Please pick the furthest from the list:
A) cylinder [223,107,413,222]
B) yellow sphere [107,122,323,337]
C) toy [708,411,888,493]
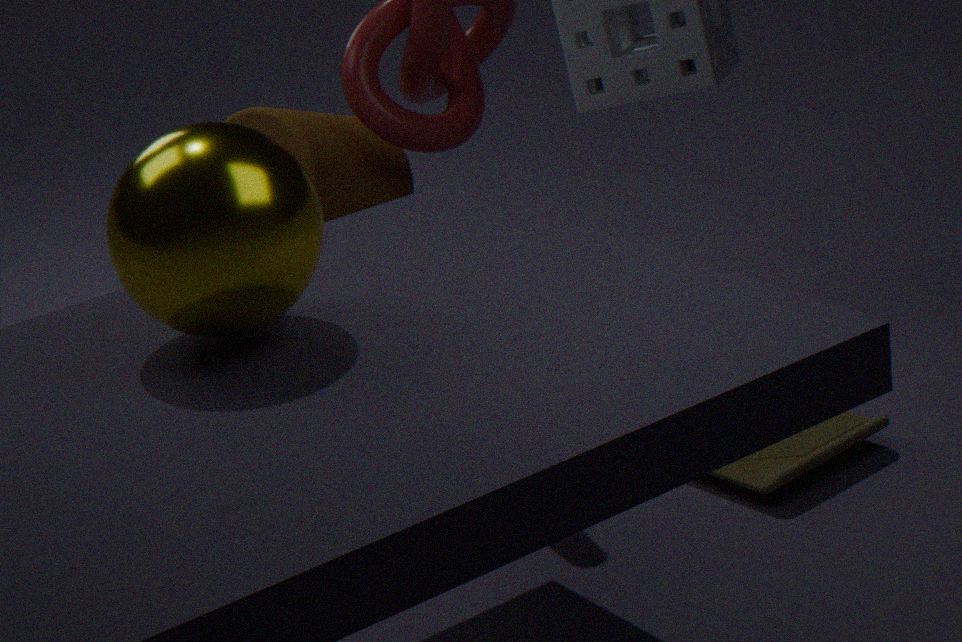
cylinder [223,107,413,222]
